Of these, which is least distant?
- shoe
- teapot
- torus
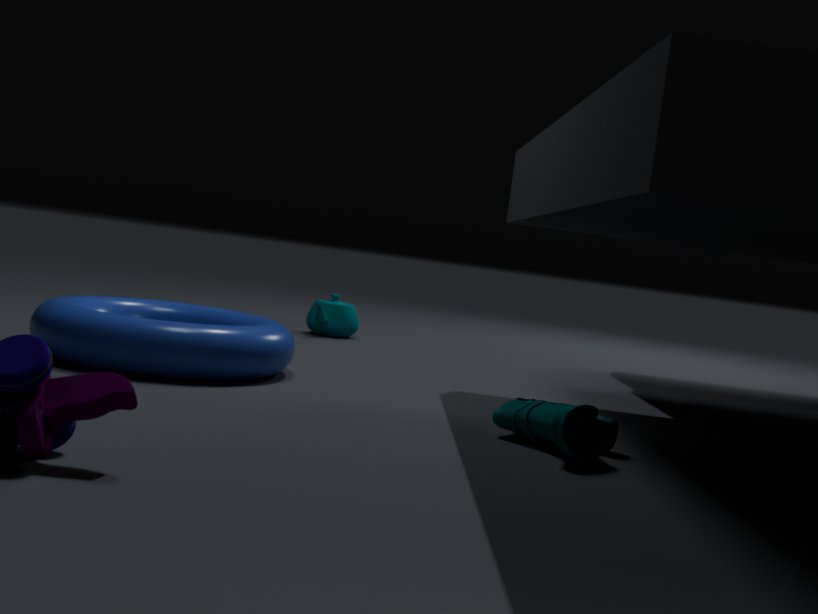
shoe
